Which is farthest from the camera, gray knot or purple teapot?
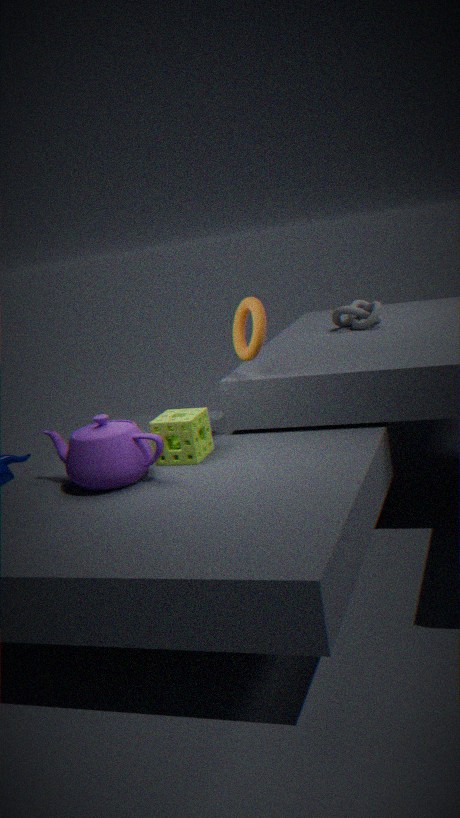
gray knot
